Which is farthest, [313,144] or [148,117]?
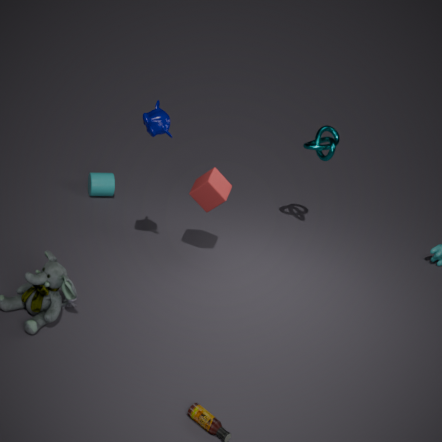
[313,144]
